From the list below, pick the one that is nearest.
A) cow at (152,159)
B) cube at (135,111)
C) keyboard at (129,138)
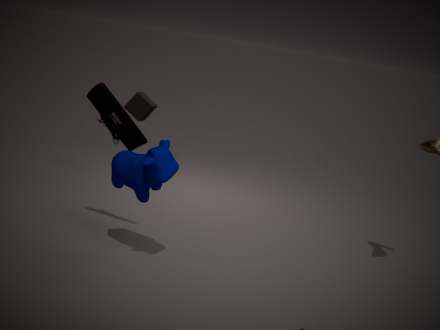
cow at (152,159)
